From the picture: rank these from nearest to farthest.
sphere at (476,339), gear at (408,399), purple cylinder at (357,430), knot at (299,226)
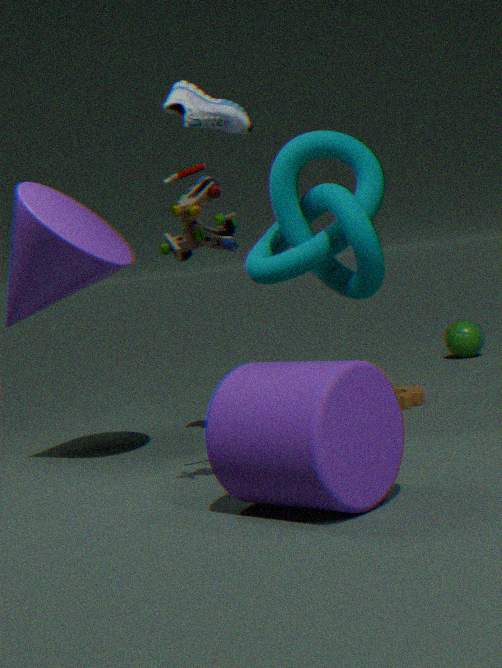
1. purple cylinder at (357,430)
2. knot at (299,226)
3. gear at (408,399)
4. sphere at (476,339)
